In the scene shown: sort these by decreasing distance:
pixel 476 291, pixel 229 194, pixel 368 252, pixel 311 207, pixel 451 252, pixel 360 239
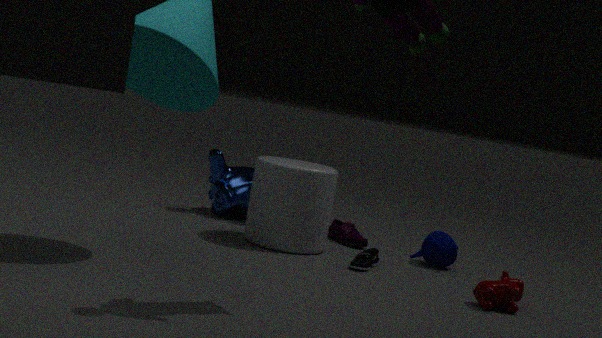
pixel 229 194, pixel 360 239, pixel 451 252, pixel 311 207, pixel 368 252, pixel 476 291
